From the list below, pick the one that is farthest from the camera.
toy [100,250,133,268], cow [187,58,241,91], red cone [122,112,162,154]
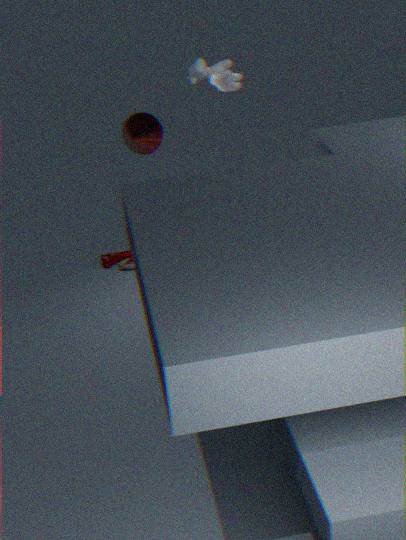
toy [100,250,133,268]
